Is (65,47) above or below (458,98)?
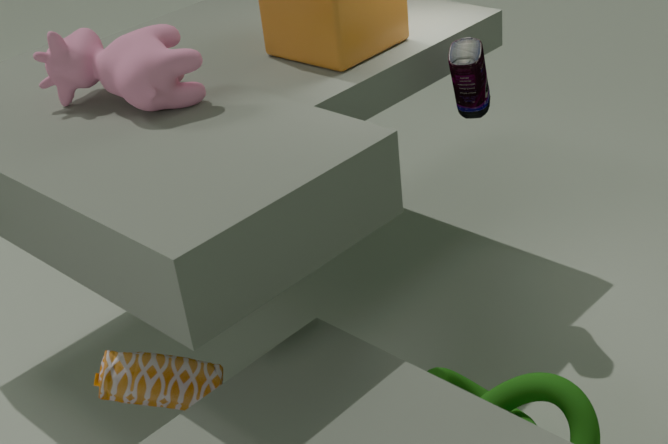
above
